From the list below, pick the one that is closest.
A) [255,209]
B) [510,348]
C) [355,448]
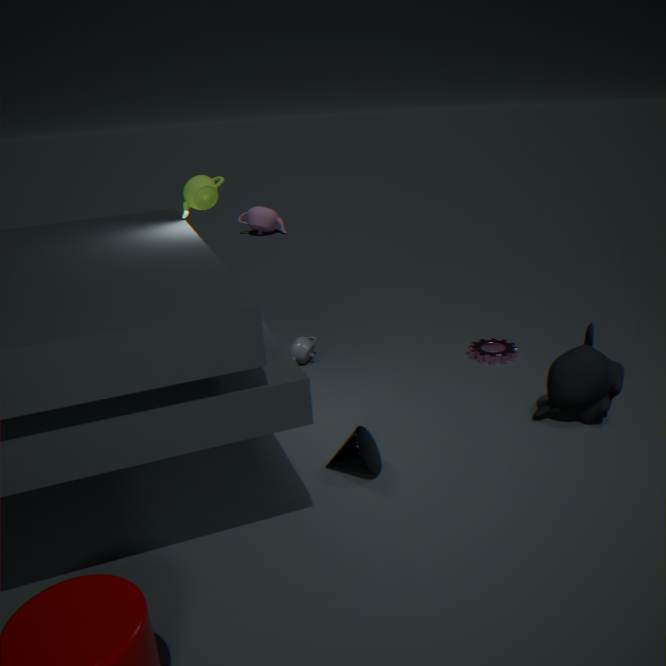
[355,448]
